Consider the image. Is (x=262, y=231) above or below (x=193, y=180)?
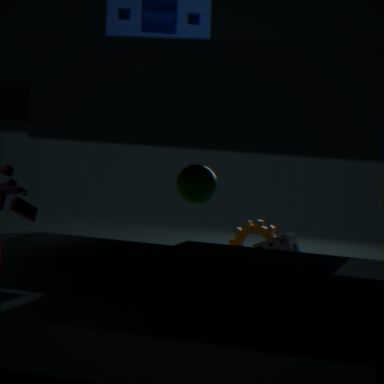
below
